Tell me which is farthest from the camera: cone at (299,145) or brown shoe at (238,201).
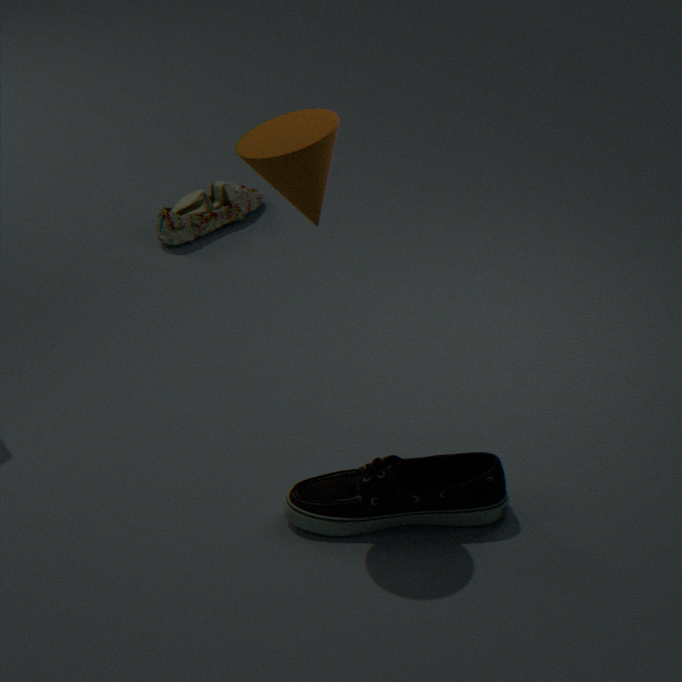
brown shoe at (238,201)
